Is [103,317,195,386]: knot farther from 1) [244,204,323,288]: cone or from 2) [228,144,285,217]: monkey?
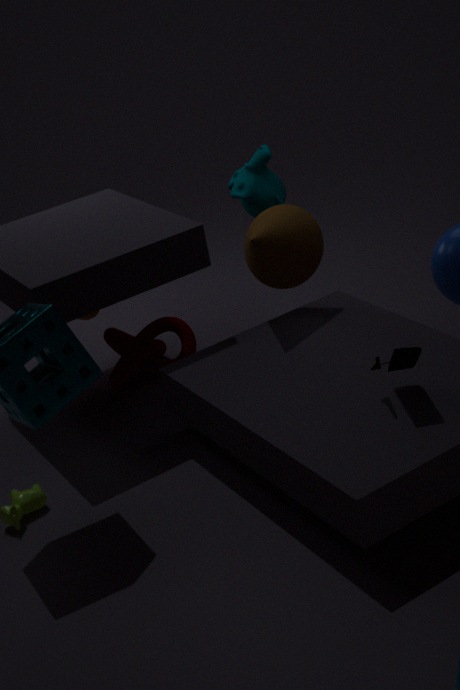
2) [228,144,285,217]: monkey
